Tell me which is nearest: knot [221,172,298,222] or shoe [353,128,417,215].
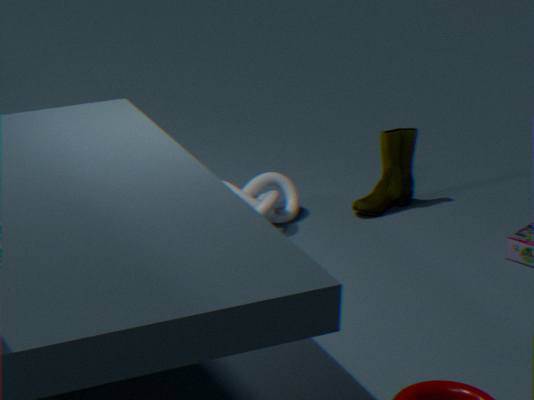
knot [221,172,298,222]
